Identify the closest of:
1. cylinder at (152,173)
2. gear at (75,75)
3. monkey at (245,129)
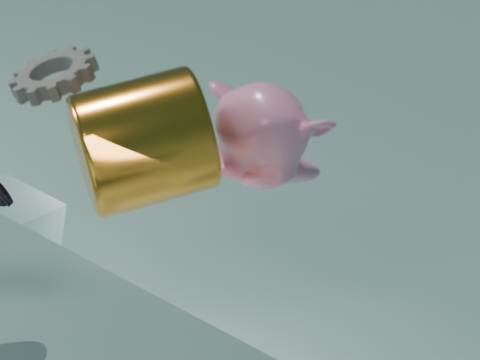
cylinder at (152,173)
